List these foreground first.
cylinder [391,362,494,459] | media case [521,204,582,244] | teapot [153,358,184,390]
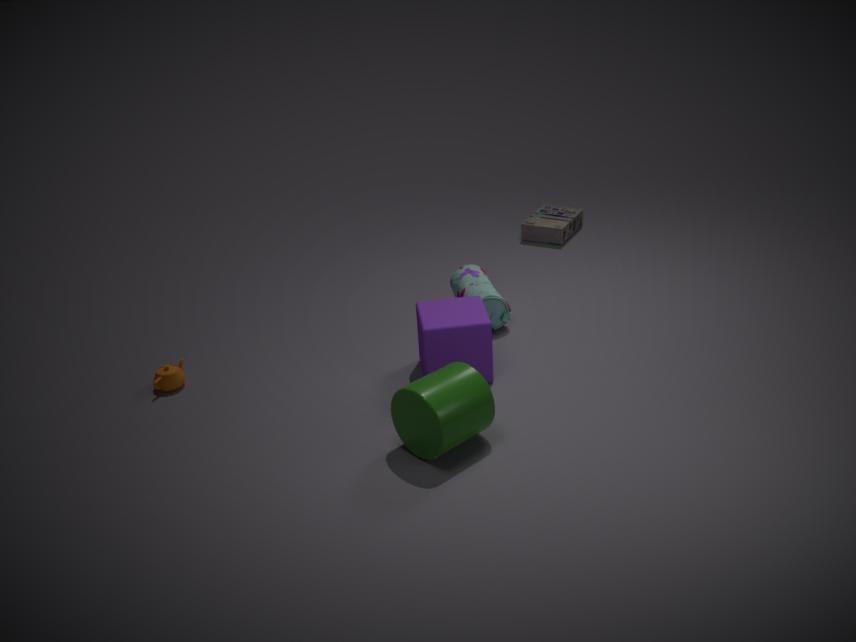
cylinder [391,362,494,459]
teapot [153,358,184,390]
media case [521,204,582,244]
